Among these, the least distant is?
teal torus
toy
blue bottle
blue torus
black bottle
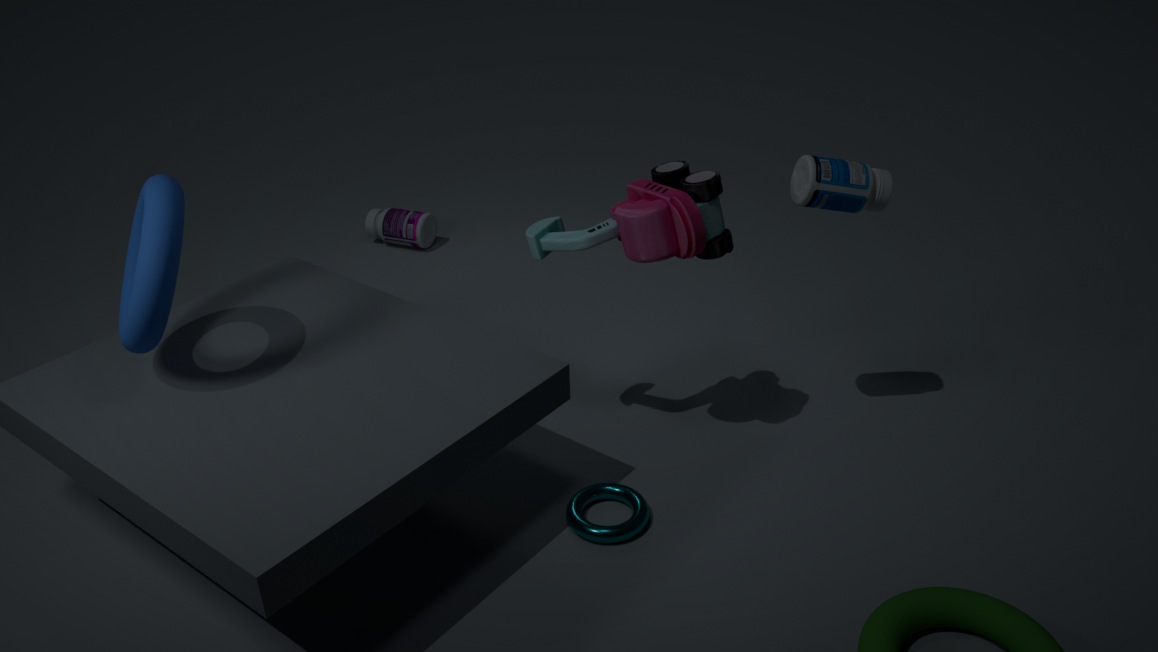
blue torus
